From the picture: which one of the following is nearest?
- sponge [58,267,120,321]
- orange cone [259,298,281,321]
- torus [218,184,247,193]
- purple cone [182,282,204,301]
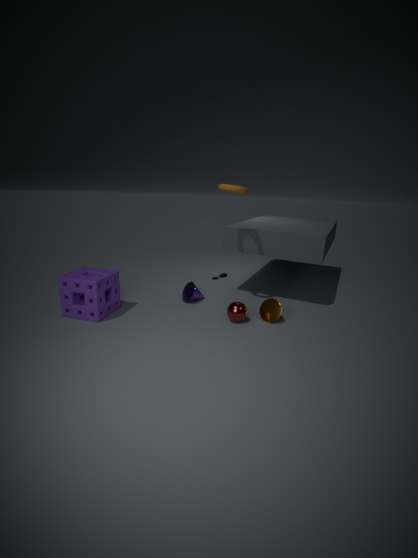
sponge [58,267,120,321]
